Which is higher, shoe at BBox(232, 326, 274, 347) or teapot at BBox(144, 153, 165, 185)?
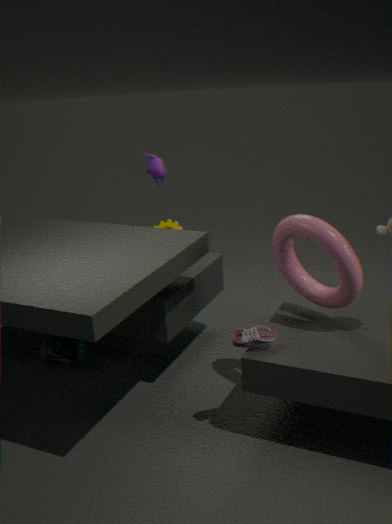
teapot at BBox(144, 153, 165, 185)
